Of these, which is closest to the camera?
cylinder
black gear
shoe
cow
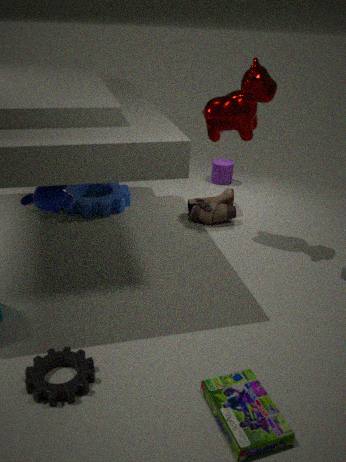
black gear
